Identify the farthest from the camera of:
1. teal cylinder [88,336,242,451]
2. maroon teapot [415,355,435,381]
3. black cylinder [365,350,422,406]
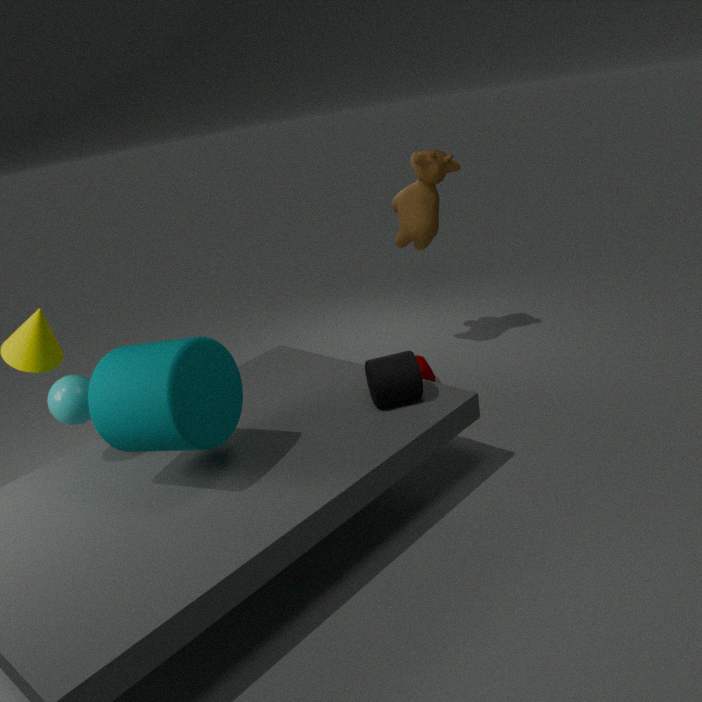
maroon teapot [415,355,435,381]
